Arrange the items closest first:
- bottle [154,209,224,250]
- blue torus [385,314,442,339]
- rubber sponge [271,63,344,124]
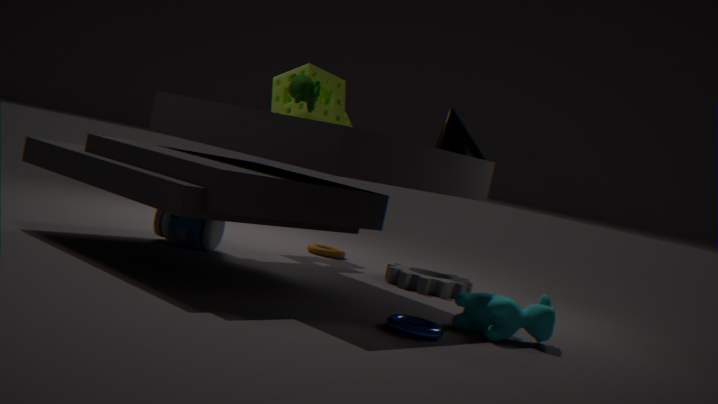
blue torus [385,314,442,339] → bottle [154,209,224,250] → rubber sponge [271,63,344,124]
